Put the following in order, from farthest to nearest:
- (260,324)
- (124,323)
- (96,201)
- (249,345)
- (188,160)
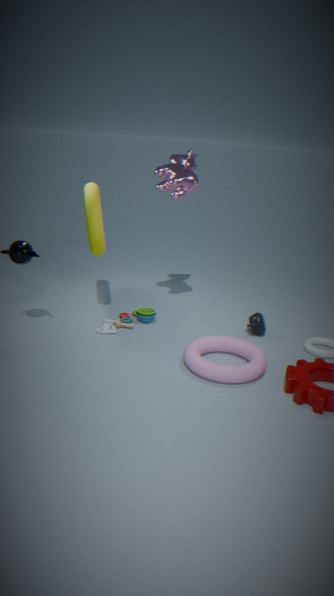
(188,160), (124,323), (260,324), (96,201), (249,345)
